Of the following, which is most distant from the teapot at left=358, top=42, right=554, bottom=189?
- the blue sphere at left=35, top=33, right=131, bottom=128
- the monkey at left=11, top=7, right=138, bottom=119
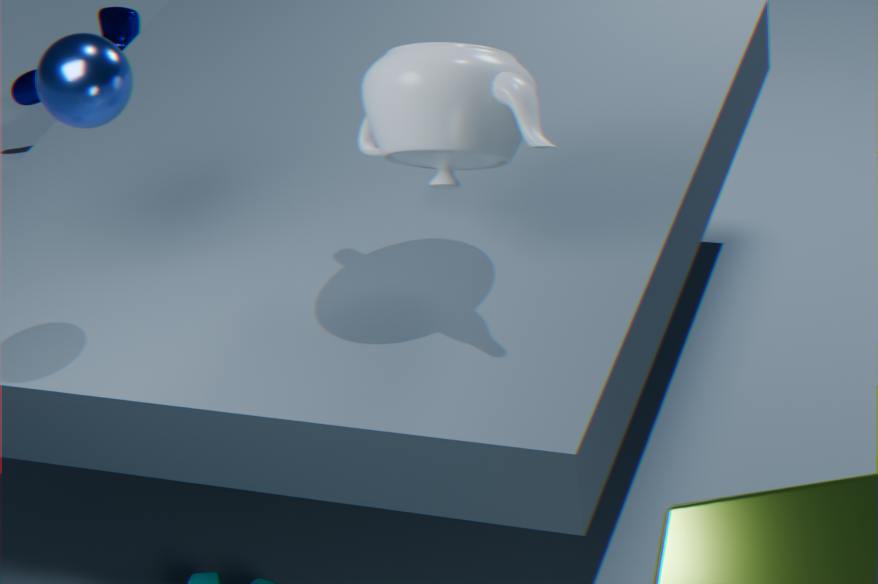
the monkey at left=11, top=7, right=138, bottom=119
